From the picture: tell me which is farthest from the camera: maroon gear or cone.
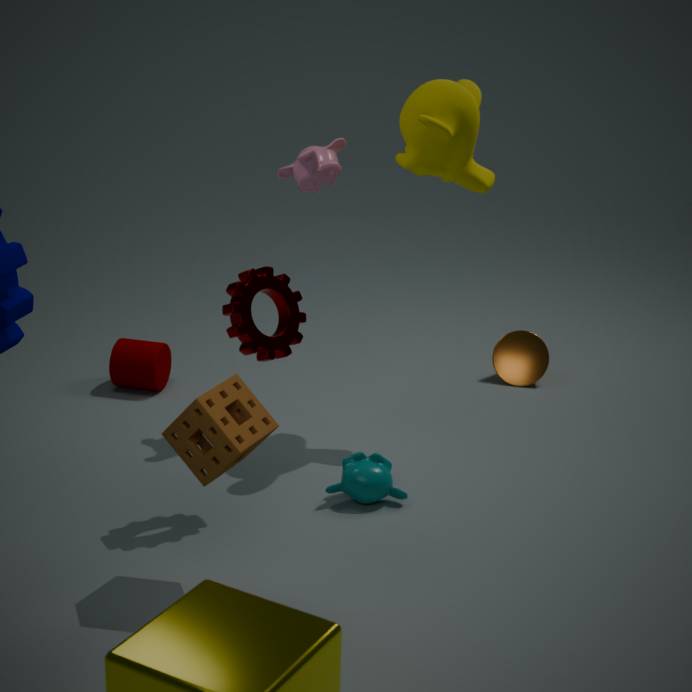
cone
